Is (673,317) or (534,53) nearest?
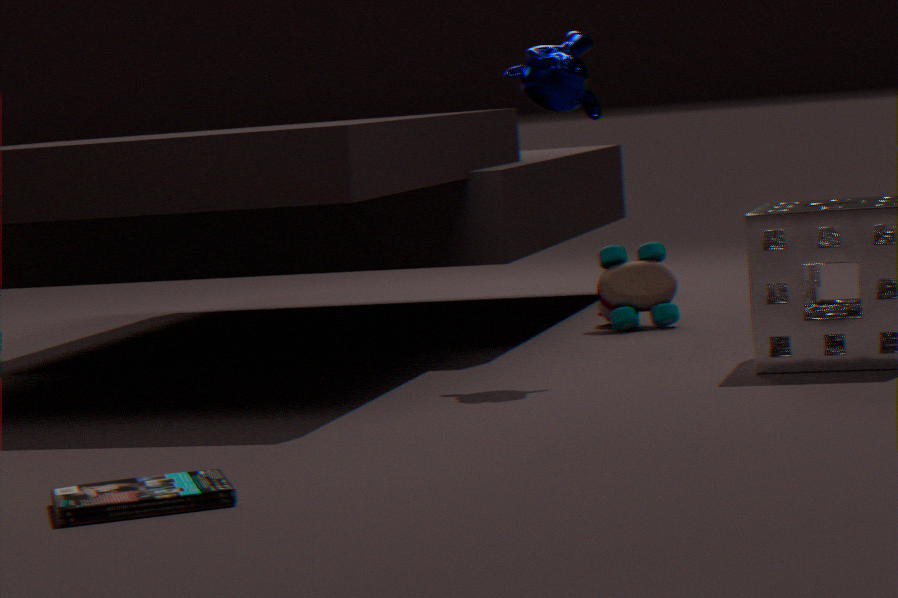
(534,53)
